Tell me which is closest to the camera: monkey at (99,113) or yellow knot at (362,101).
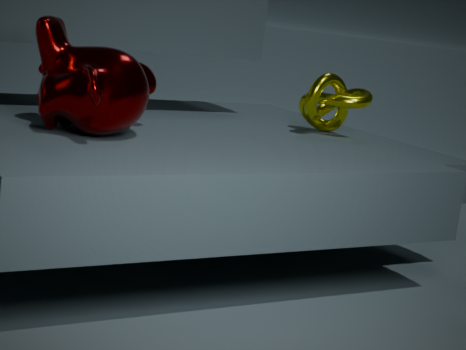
monkey at (99,113)
